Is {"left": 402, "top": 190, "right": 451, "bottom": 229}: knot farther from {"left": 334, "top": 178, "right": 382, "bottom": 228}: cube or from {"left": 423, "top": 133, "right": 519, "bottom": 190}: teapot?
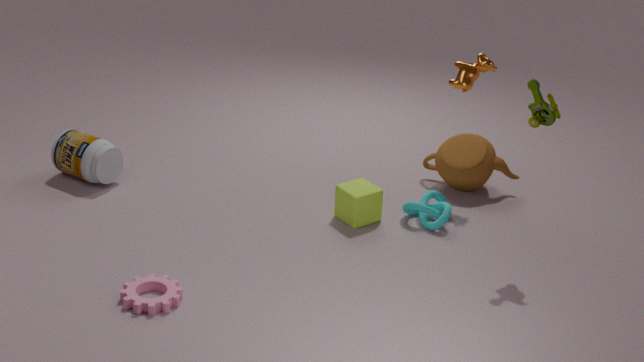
{"left": 423, "top": 133, "right": 519, "bottom": 190}: teapot
